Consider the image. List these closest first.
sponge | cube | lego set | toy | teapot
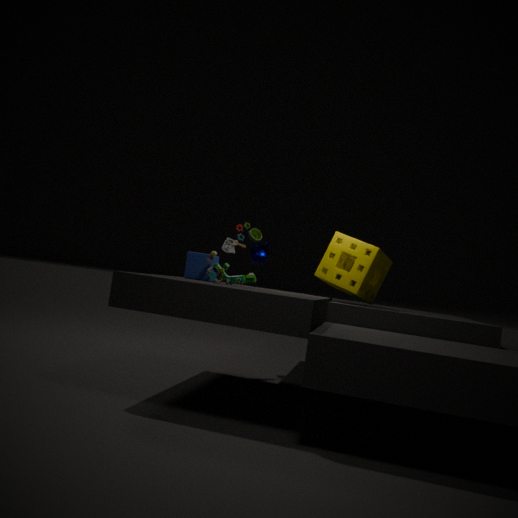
lego set → cube → sponge → toy → teapot
